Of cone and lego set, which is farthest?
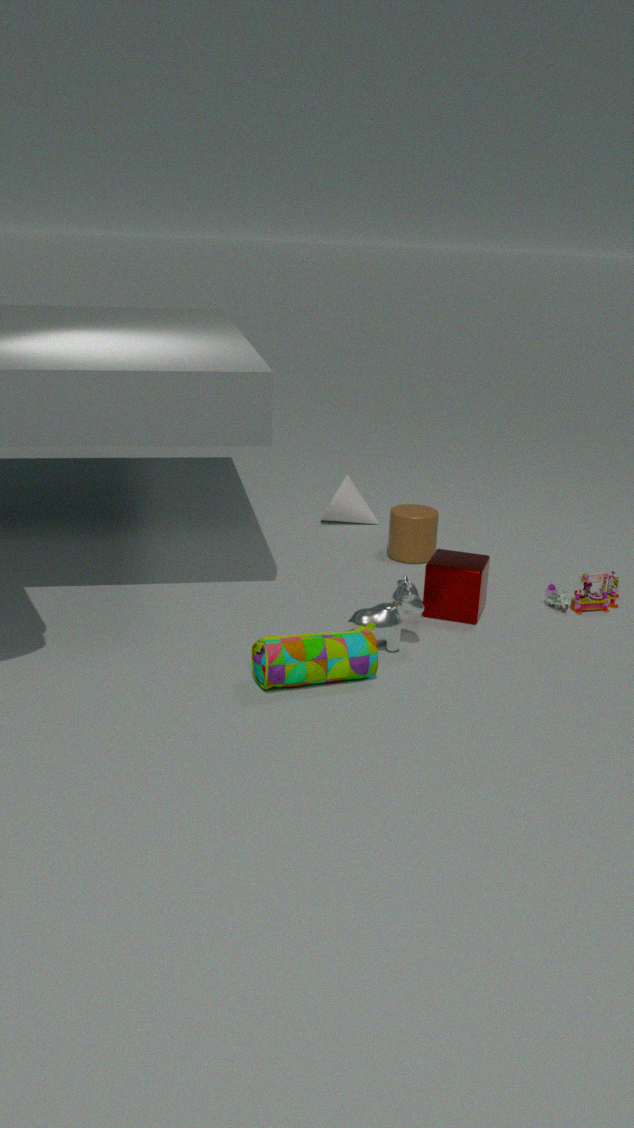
cone
